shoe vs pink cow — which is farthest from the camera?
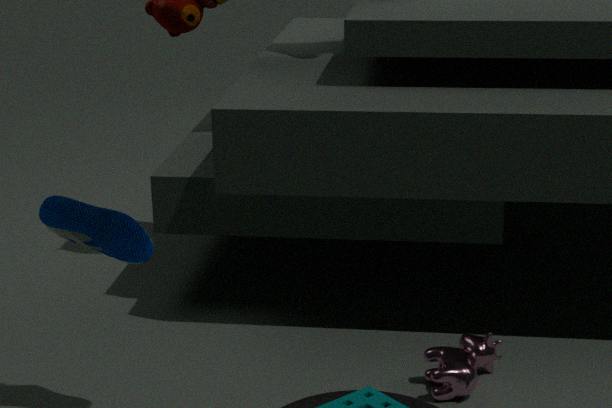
pink cow
